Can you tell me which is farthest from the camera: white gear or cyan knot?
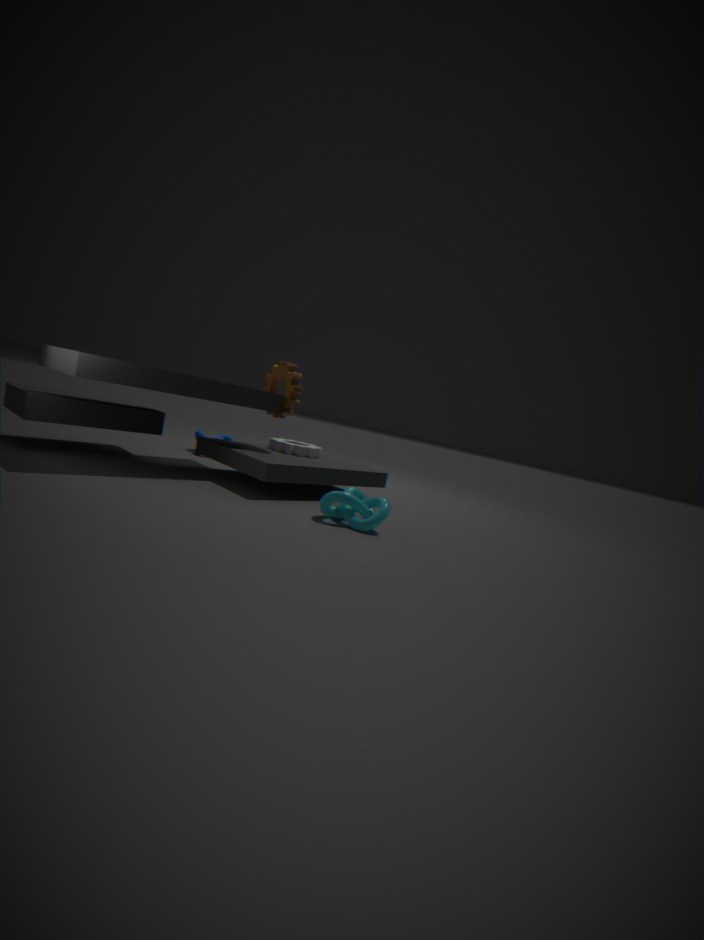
white gear
